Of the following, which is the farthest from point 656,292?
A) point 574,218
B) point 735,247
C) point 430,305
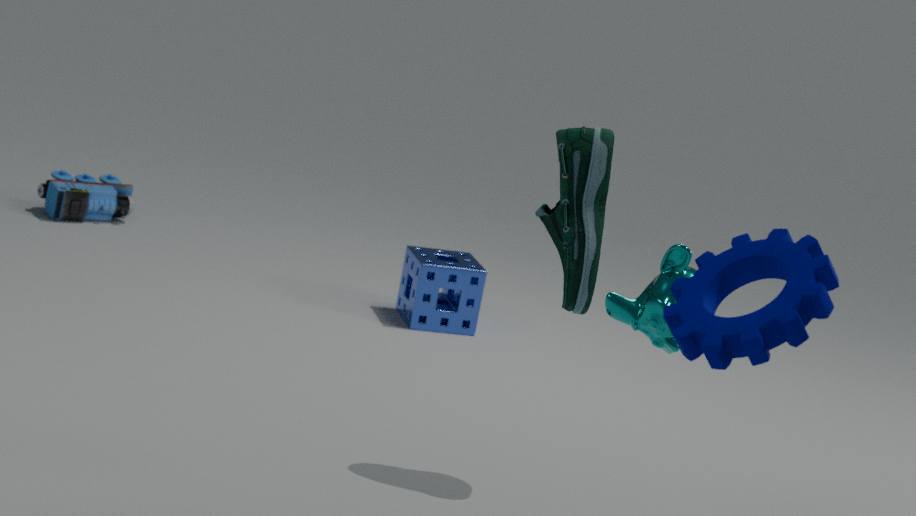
point 430,305
